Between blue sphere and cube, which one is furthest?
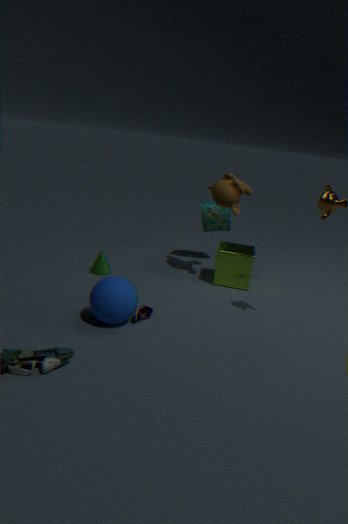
cube
